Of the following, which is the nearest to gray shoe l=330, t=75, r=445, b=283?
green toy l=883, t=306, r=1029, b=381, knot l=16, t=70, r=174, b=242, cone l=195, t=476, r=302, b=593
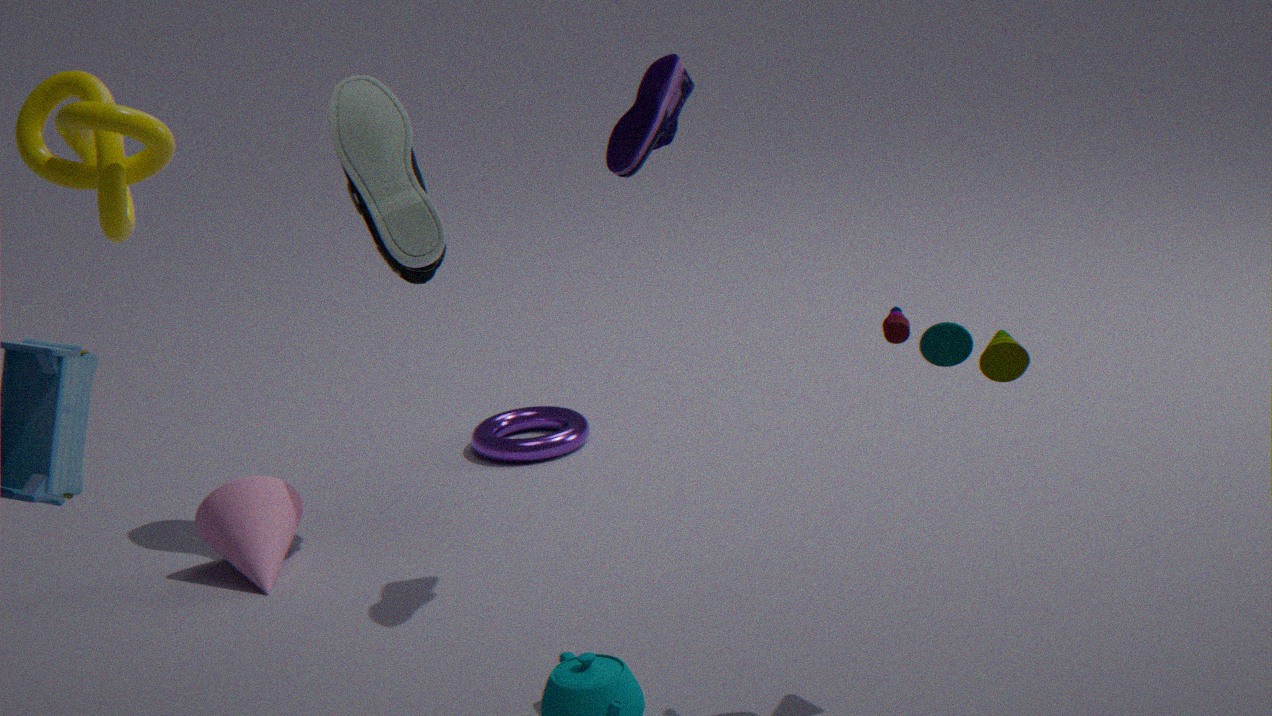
cone l=195, t=476, r=302, b=593
